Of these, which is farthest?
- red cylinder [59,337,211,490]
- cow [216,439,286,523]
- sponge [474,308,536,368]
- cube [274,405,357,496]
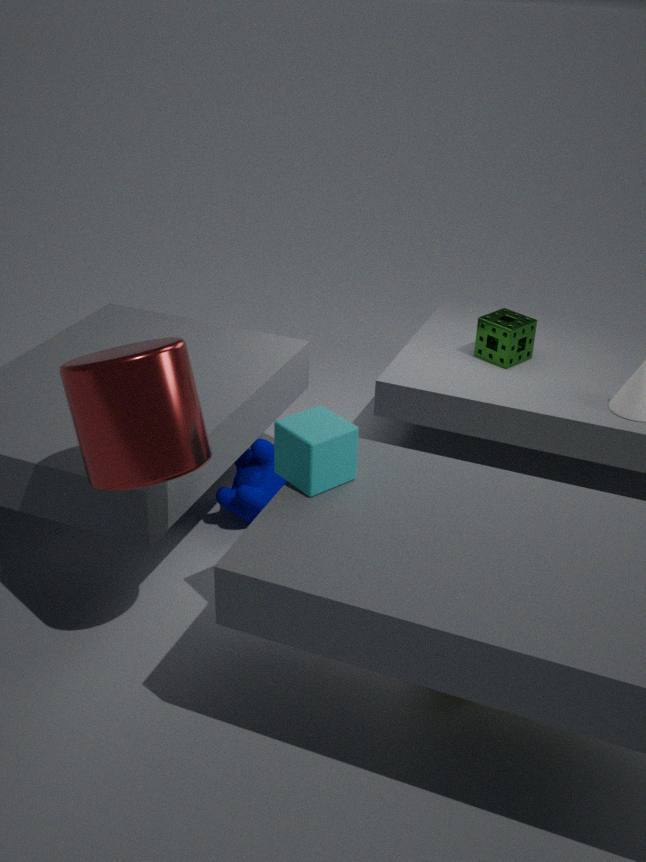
sponge [474,308,536,368]
